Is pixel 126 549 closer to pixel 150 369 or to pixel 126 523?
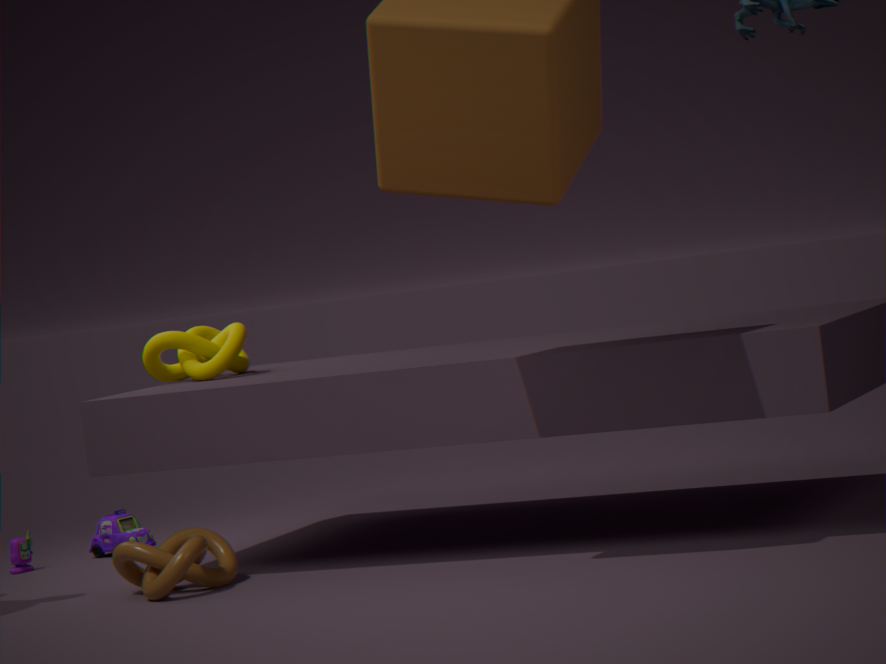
pixel 150 369
